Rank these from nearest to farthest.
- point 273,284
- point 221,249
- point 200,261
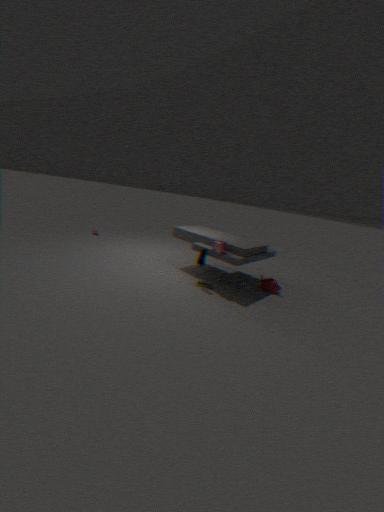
point 221,249 → point 200,261 → point 273,284
